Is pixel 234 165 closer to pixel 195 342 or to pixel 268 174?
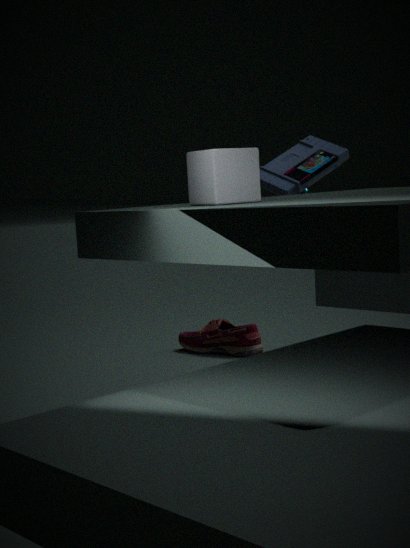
pixel 268 174
